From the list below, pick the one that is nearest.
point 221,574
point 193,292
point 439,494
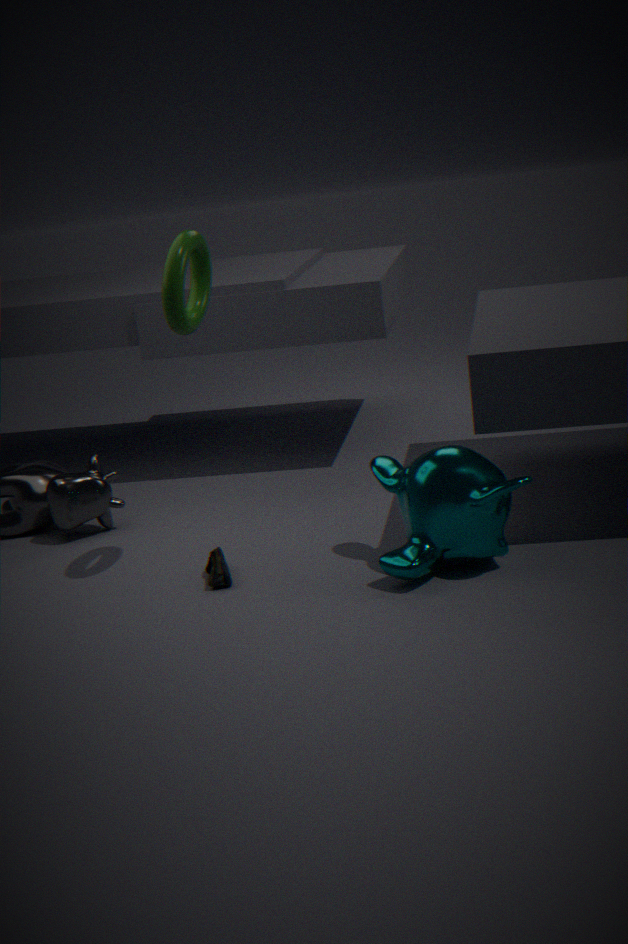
point 439,494
